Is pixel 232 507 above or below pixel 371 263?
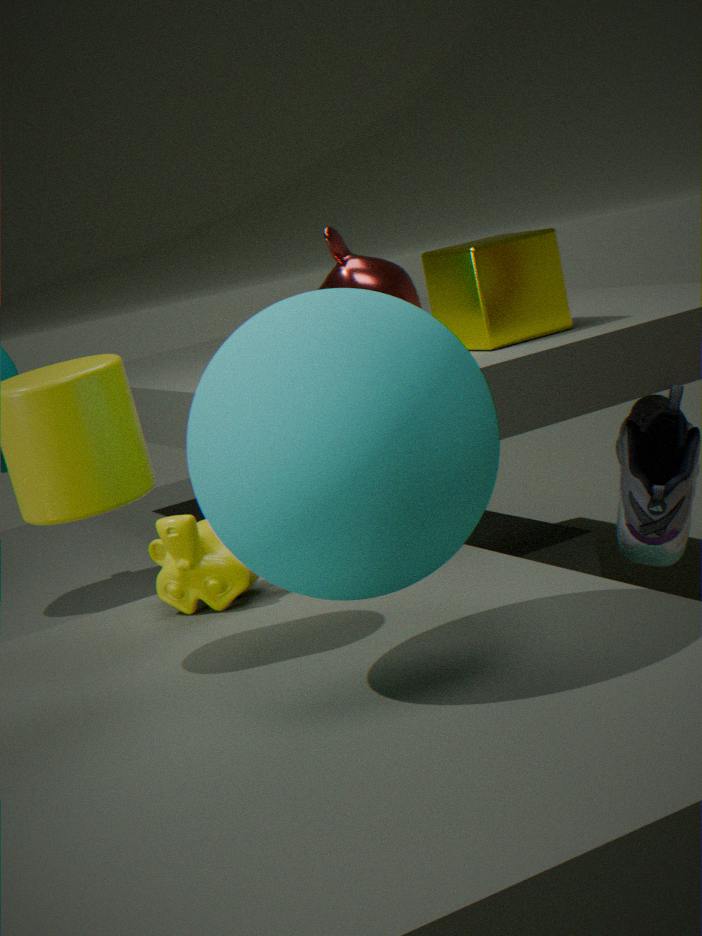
below
